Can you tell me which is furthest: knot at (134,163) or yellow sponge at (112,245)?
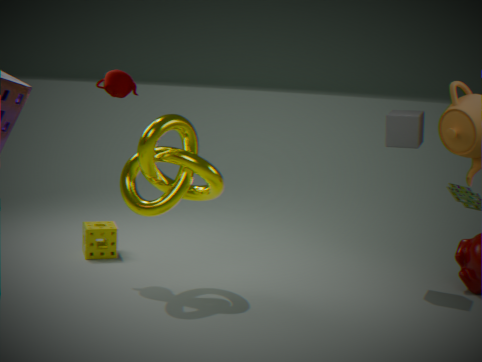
yellow sponge at (112,245)
